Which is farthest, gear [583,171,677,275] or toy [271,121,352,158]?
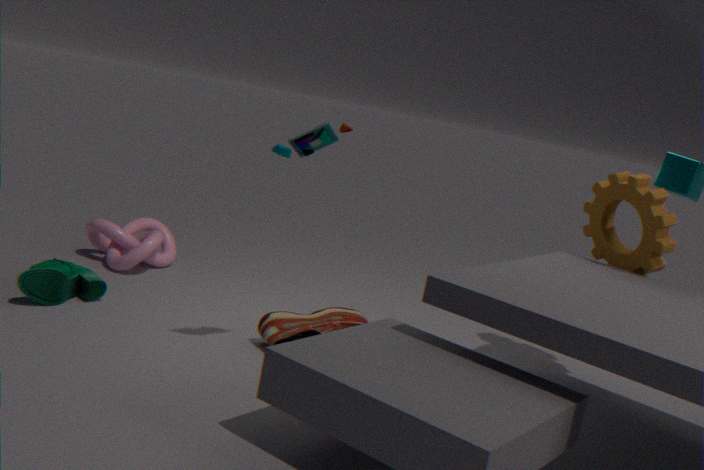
gear [583,171,677,275]
